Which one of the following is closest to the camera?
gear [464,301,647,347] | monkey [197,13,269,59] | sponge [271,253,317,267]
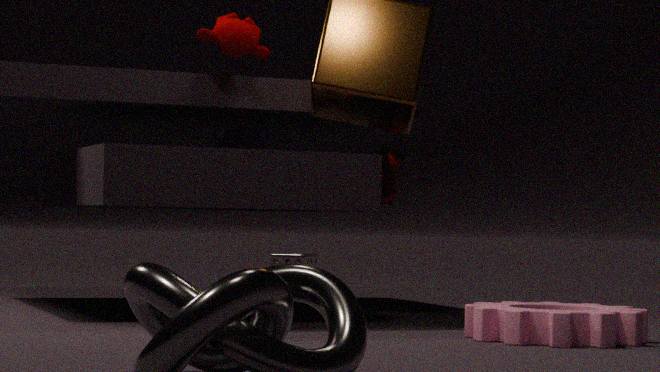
gear [464,301,647,347]
